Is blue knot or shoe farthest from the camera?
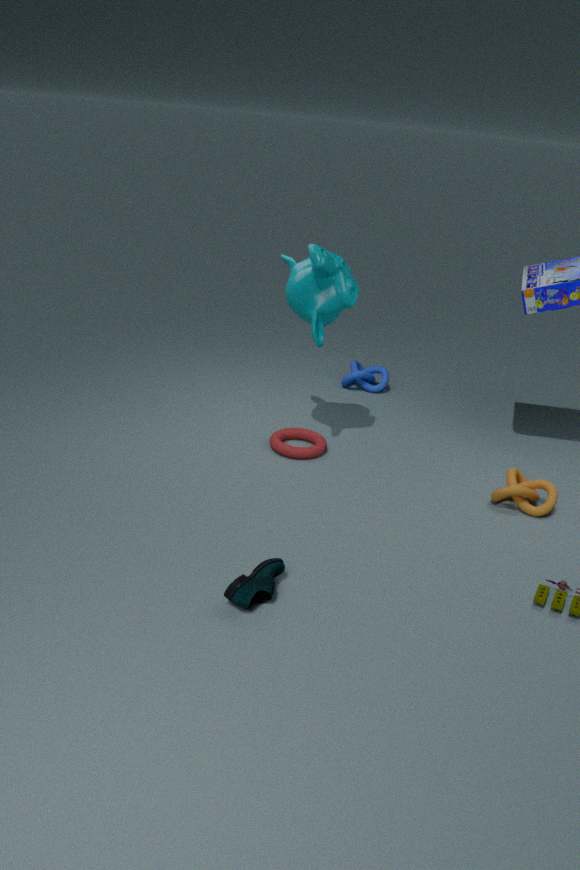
blue knot
